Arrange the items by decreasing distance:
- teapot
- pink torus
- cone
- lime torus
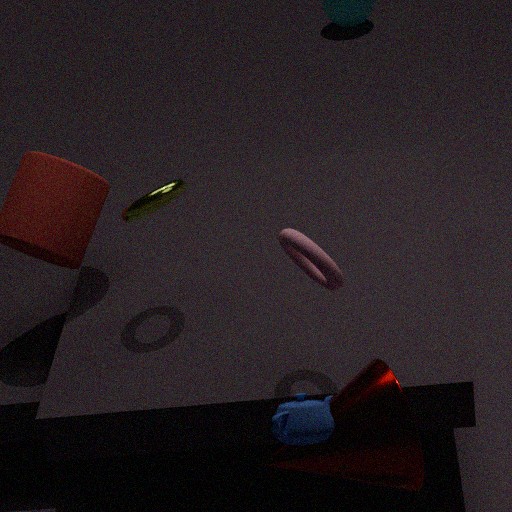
lime torus < pink torus < cone < teapot
